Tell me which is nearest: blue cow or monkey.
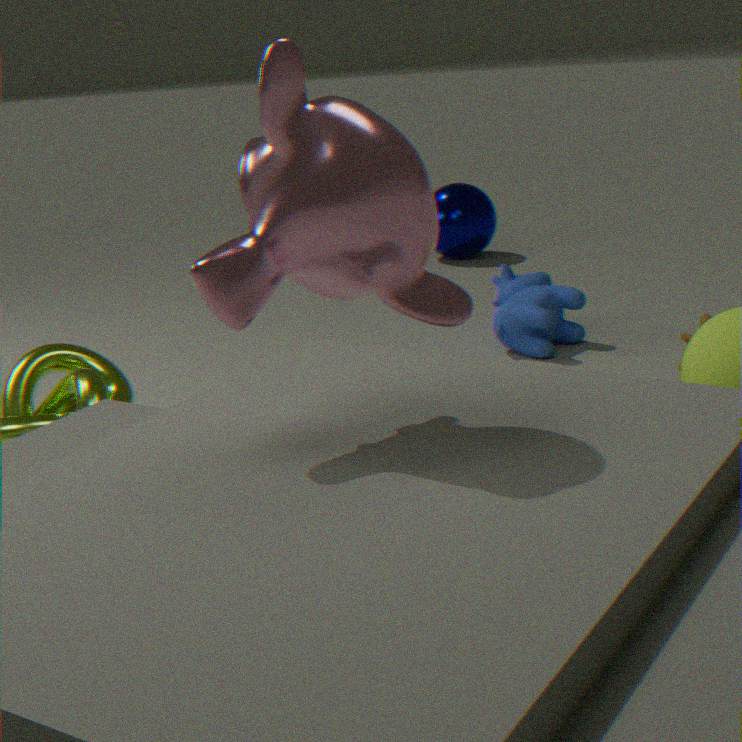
monkey
